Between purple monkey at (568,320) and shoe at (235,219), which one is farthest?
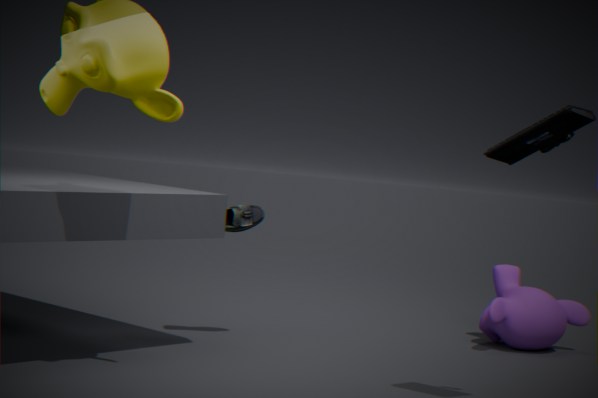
purple monkey at (568,320)
